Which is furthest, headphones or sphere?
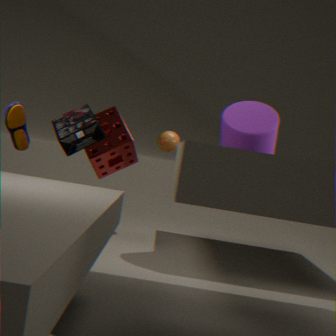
sphere
